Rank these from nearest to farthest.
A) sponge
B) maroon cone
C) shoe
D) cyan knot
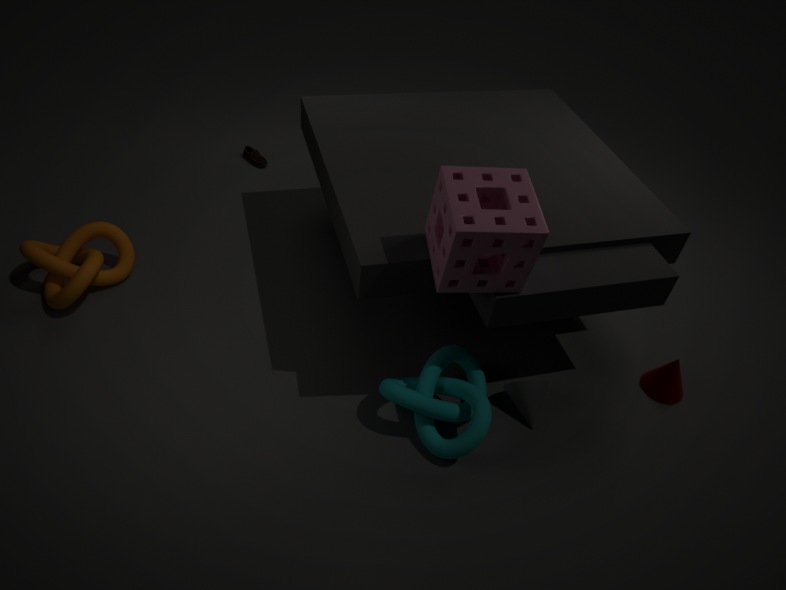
sponge
cyan knot
maroon cone
shoe
